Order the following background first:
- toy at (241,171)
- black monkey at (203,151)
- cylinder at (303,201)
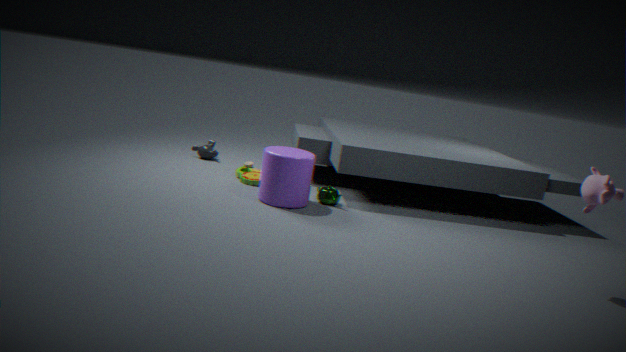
black monkey at (203,151) → toy at (241,171) → cylinder at (303,201)
